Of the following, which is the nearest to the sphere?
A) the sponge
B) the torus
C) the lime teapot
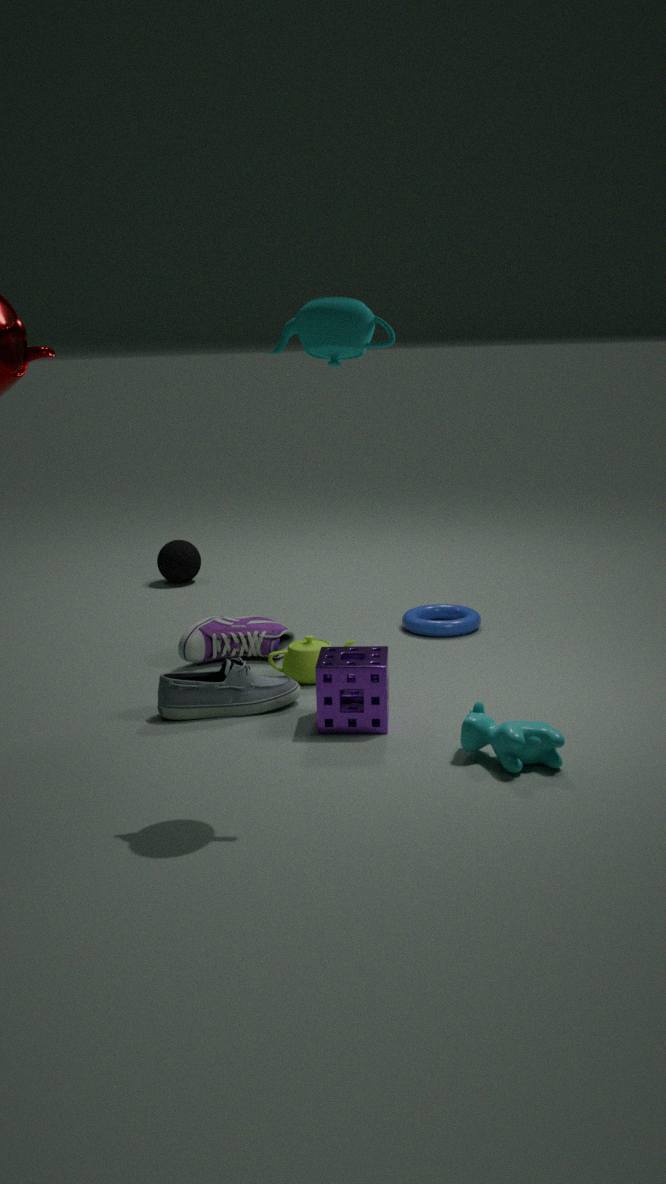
the torus
